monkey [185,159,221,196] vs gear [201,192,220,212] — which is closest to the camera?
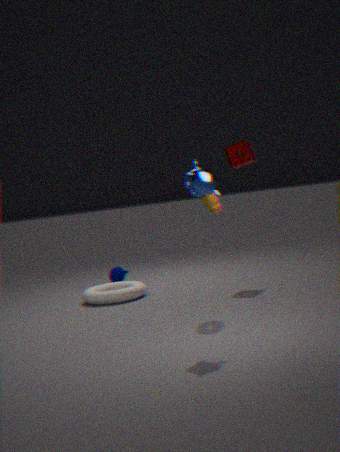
monkey [185,159,221,196]
